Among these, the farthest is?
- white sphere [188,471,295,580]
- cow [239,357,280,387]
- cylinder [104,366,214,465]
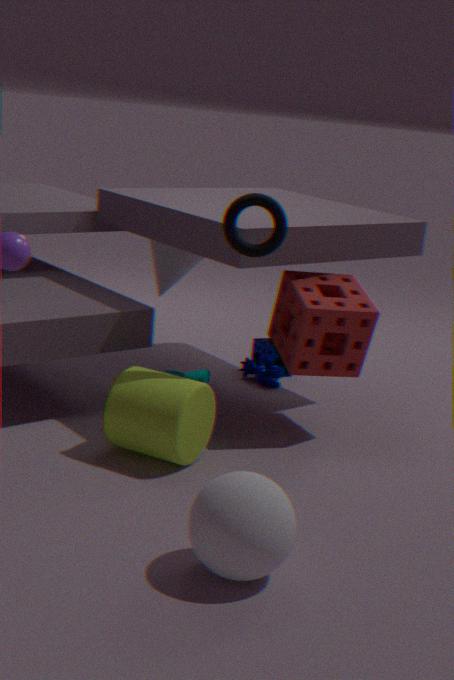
cow [239,357,280,387]
